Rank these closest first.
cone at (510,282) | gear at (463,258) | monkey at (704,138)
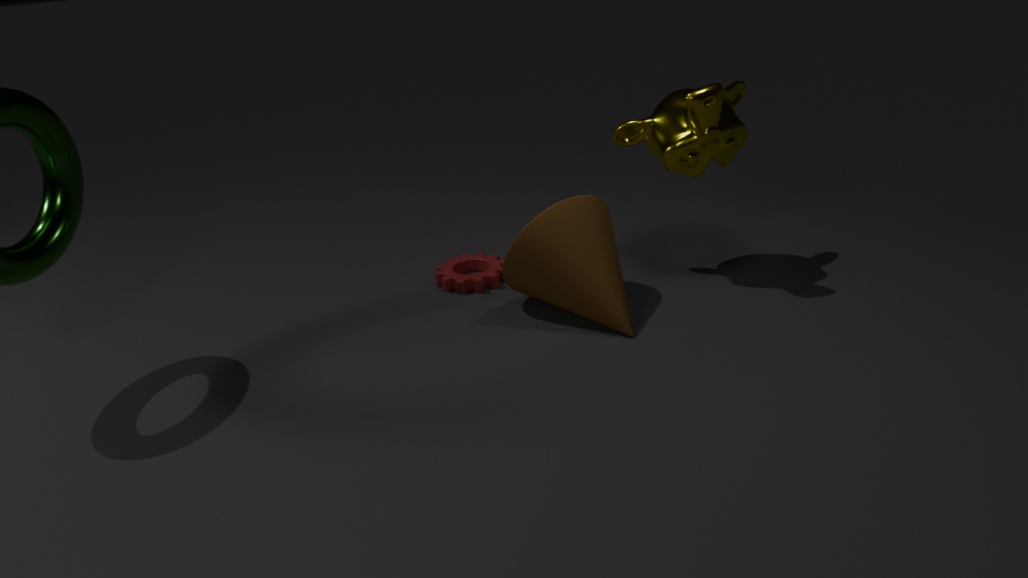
cone at (510,282) < monkey at (704,138) < gear at (463,258)
